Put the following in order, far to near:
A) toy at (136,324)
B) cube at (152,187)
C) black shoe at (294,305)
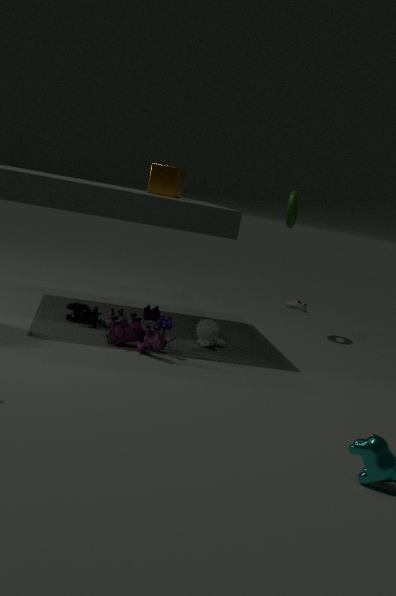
black shoe at (294,305), cube at (152,187), toy at (136,324)
